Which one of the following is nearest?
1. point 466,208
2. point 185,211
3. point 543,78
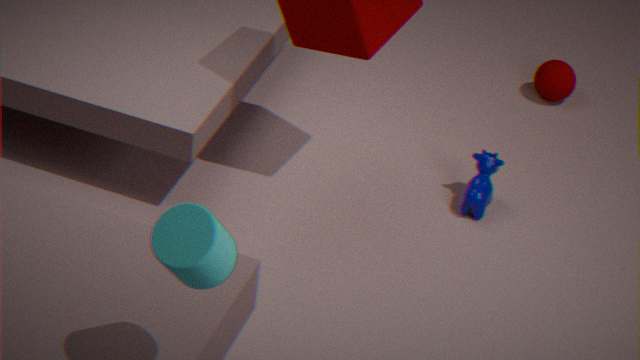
point 185,211
